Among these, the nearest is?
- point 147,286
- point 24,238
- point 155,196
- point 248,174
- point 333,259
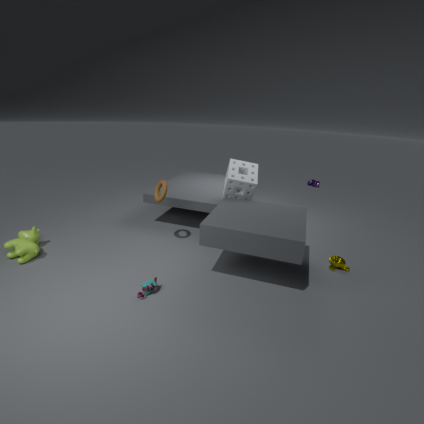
point 147,286
